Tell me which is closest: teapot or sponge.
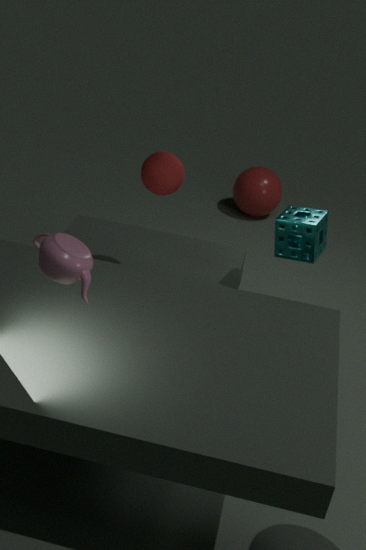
teapot
